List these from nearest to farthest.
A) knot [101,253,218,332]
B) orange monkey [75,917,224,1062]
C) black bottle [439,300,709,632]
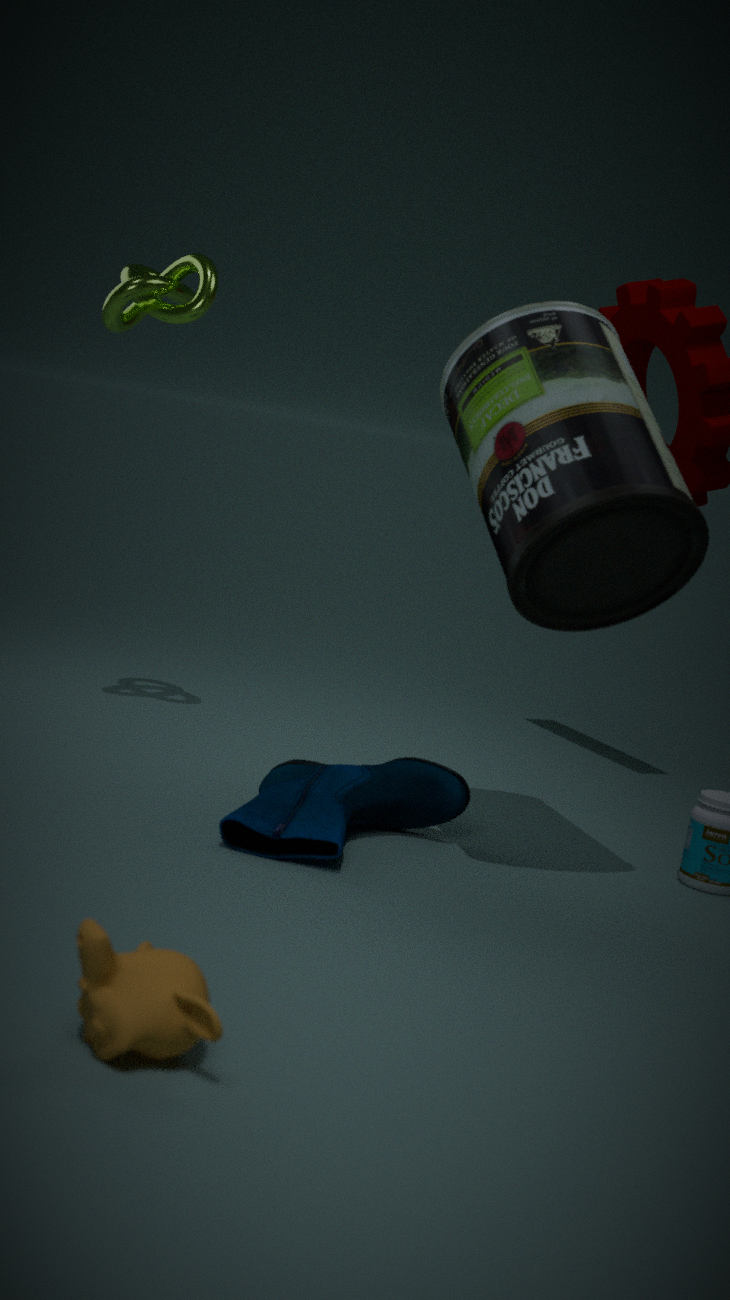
orange monkey [75,917,224,1062] → black bottle [439,300,709,632] → knot [101,253,218,332]
